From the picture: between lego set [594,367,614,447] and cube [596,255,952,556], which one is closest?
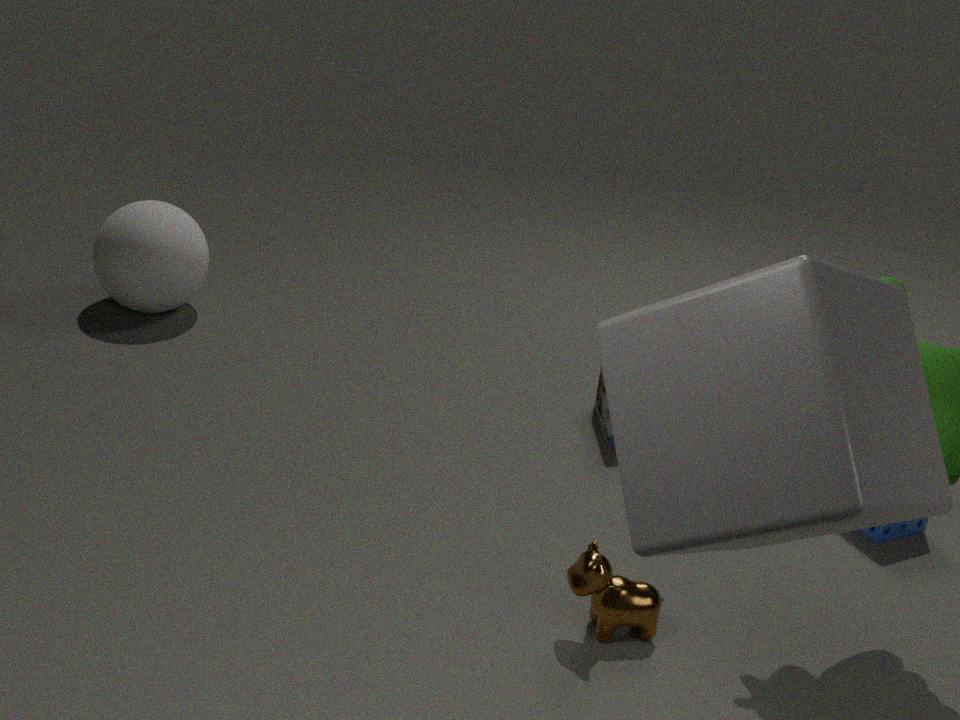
cube [596,255,952,556]
